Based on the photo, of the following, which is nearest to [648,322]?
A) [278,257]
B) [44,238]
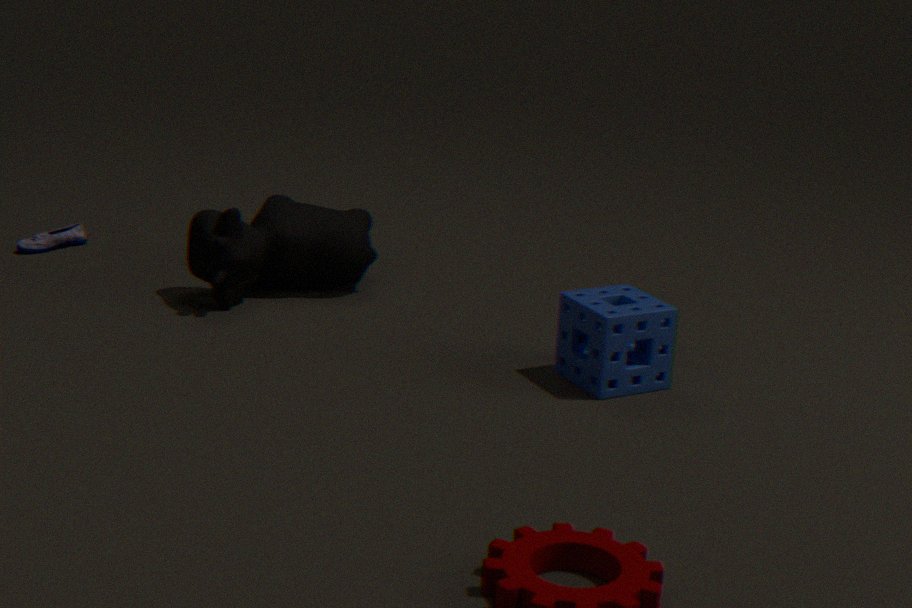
[278,257]
